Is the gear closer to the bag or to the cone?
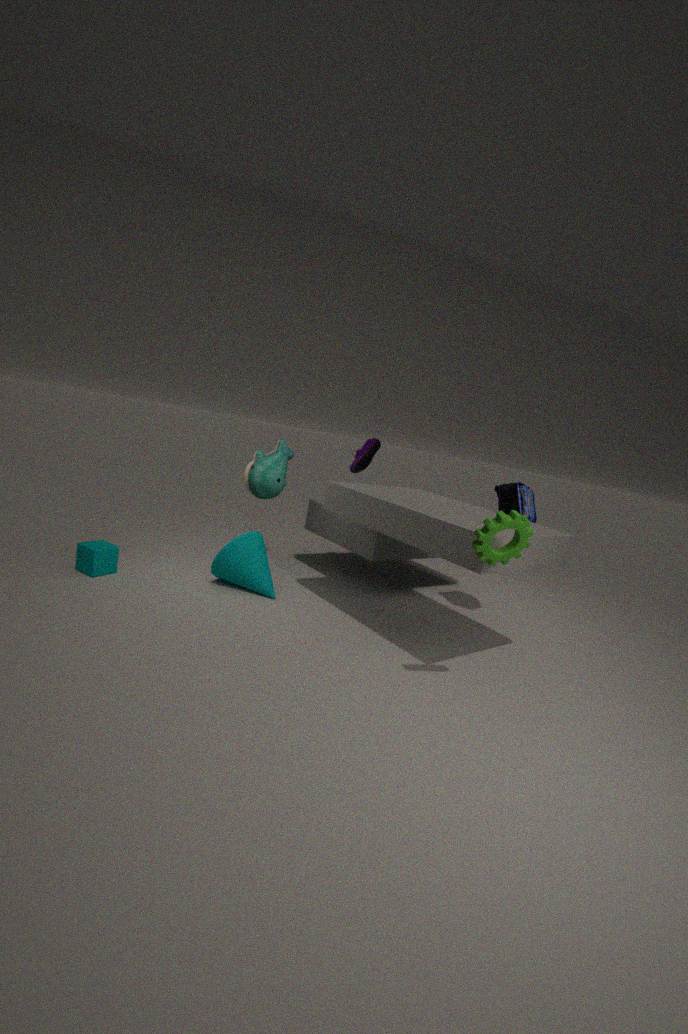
the bag
